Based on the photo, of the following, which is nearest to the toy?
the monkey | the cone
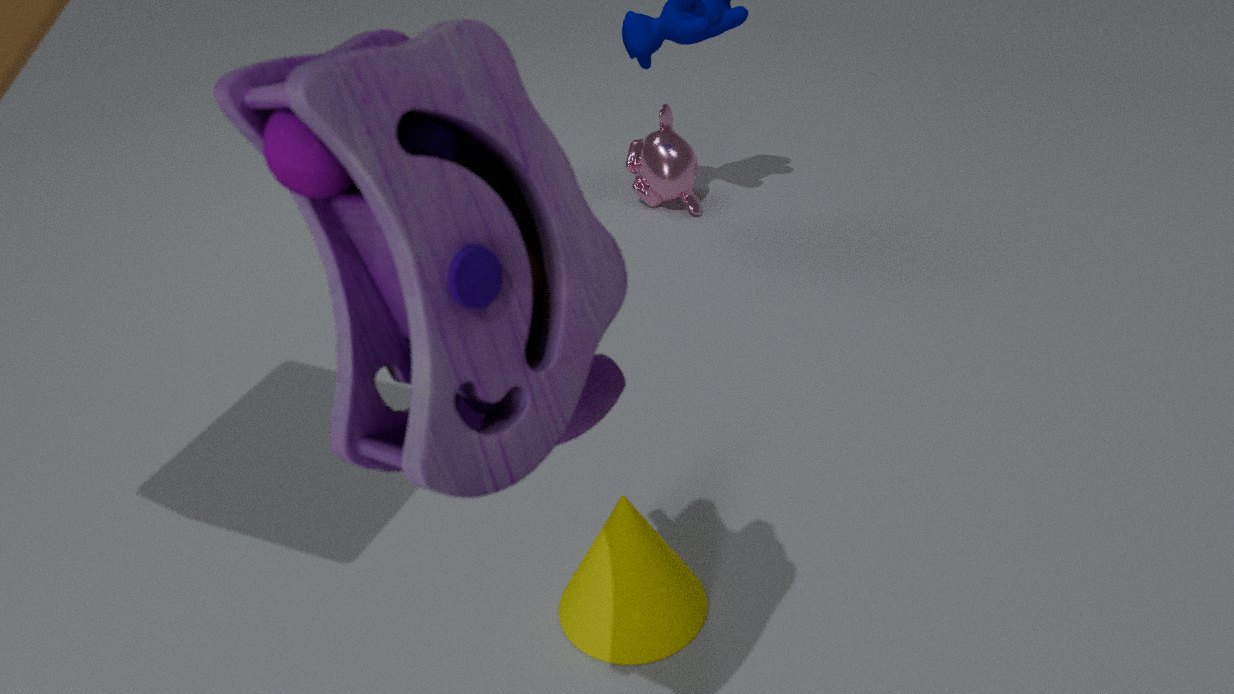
the cone
